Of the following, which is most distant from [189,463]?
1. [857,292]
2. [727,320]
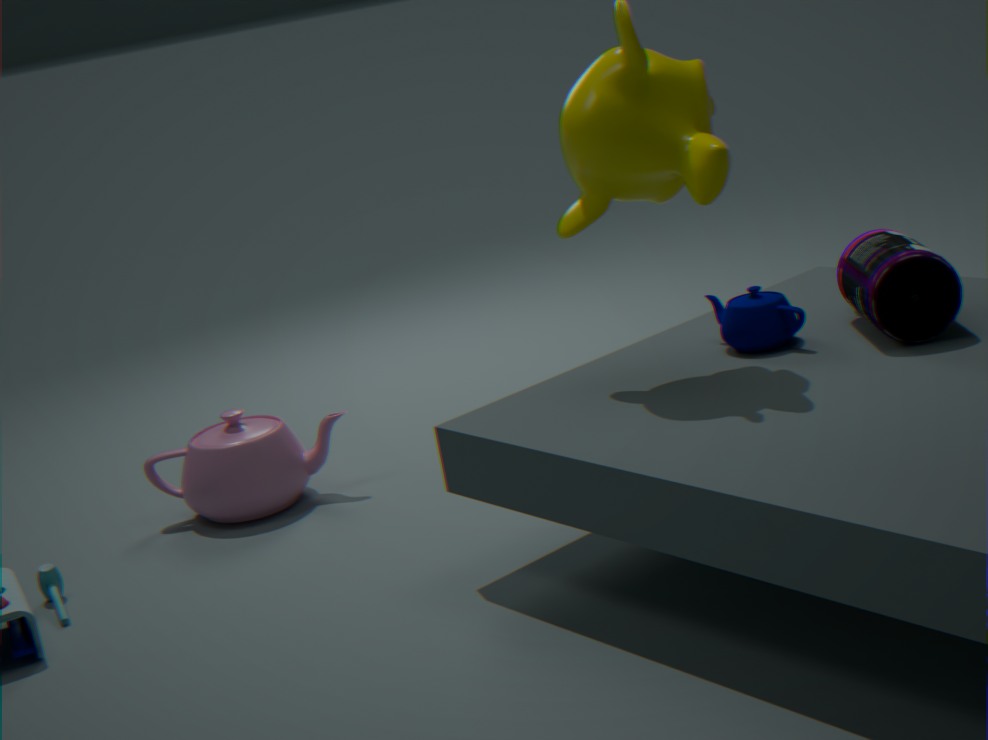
[857,292]
